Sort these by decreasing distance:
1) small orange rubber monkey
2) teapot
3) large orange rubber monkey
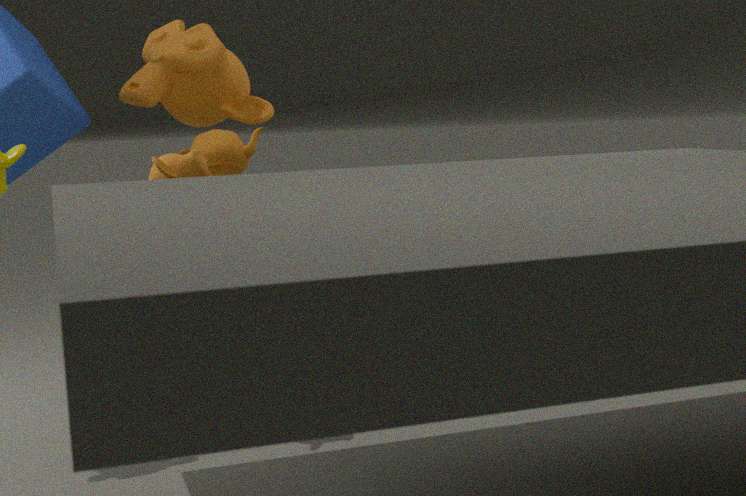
3. large orange rubber monkey < 2. teapot < 1. small orange rubber monkey
